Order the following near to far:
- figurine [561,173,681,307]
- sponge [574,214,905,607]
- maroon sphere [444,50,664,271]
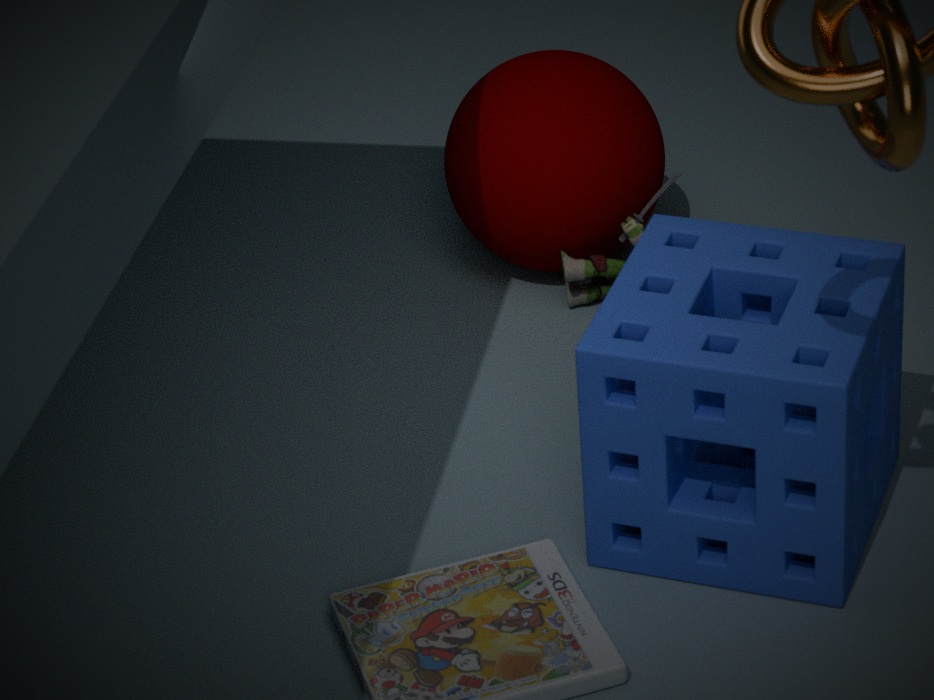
1. sponge [574,214,905,607]
2. maroon sphere [444,50,664,271]
3. figurine [561,173,681,307]
